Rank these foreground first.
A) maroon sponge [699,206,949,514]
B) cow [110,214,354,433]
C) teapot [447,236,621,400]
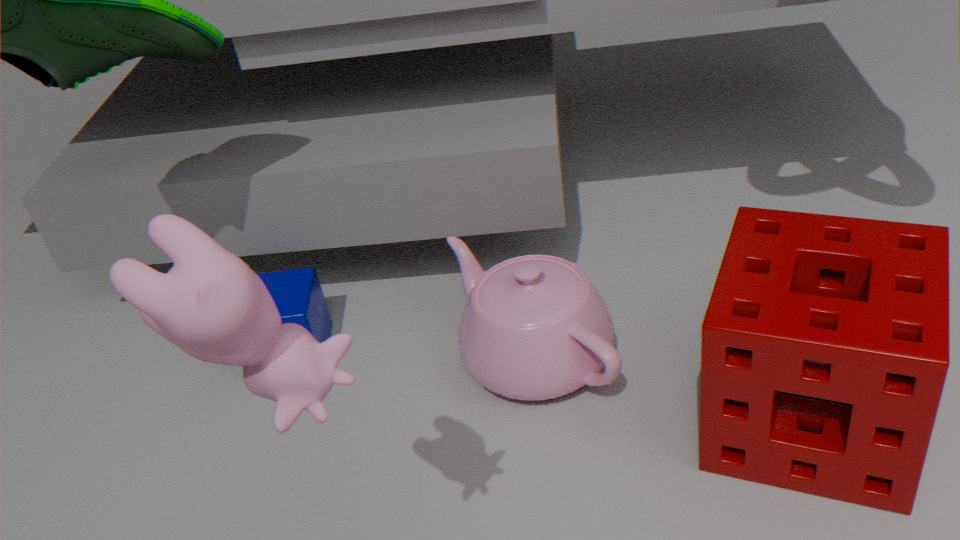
cow [110,214,354,433]
maroon sponge [699,206,949,514]
teapot [447,236,621,400]
